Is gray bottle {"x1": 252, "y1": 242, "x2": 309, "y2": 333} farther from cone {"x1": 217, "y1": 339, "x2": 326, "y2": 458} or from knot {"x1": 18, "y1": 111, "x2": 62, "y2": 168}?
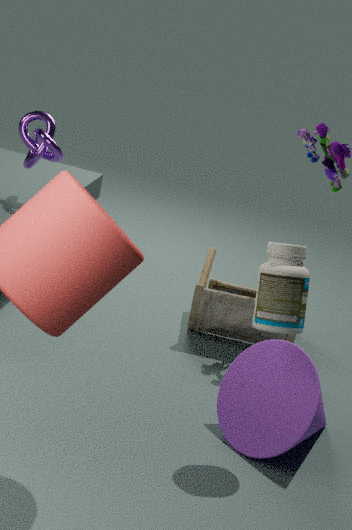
knot {"x1": 18, "y1": 111, "x2": 62, "y2": 168}
